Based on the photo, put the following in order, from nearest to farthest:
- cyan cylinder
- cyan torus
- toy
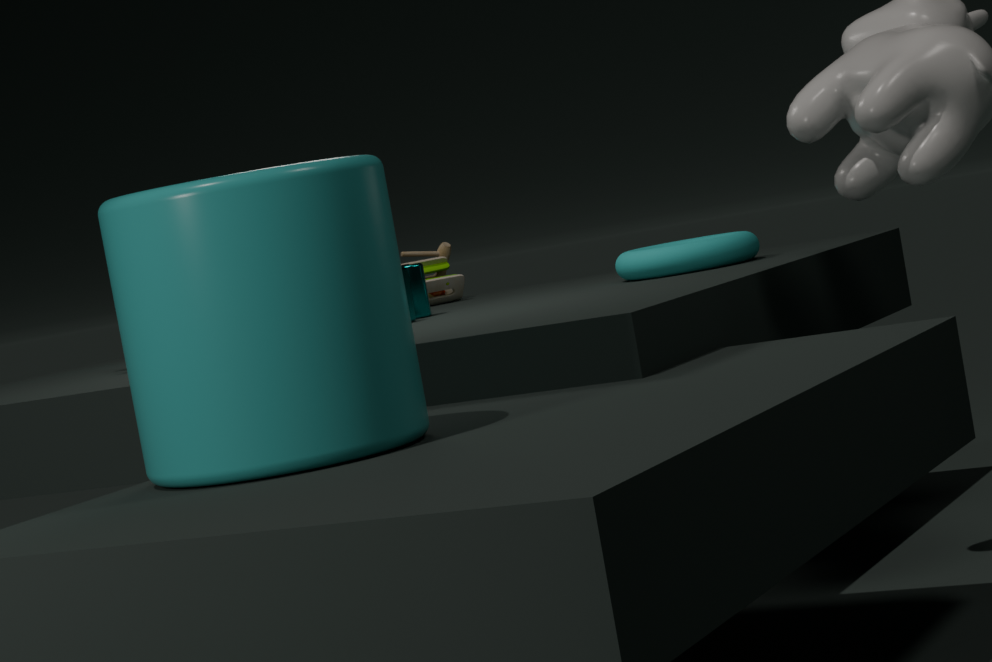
1. cyan cylinder
2. cyan torus
3. toy
